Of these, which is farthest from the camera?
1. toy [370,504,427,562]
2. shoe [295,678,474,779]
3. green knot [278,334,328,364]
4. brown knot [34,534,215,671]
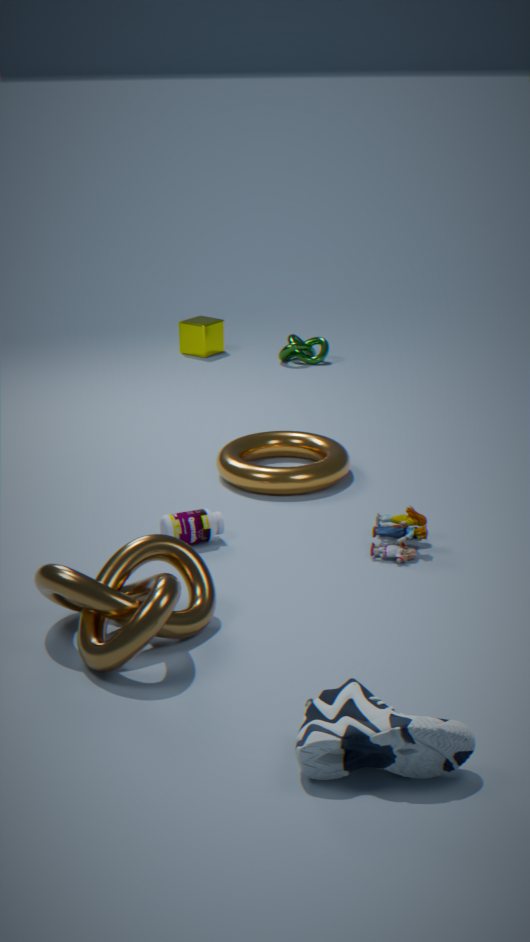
green knot [278,334,328,364]
